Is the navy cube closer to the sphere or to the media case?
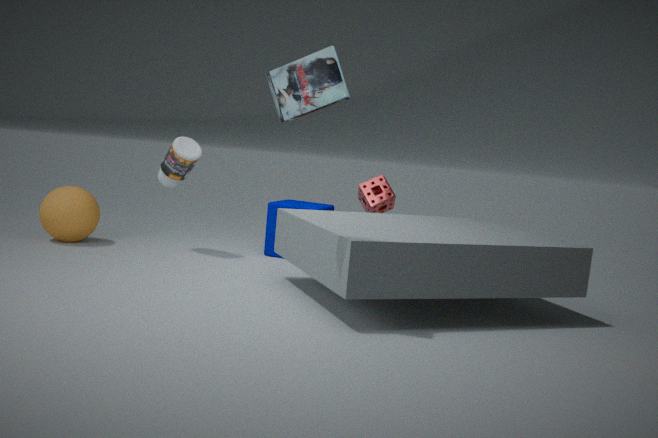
the sphere
